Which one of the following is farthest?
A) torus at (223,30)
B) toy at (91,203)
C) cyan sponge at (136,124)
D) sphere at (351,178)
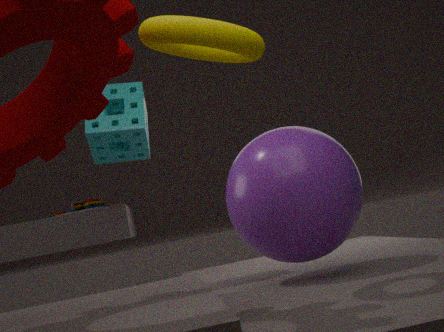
toy at (91,203)
